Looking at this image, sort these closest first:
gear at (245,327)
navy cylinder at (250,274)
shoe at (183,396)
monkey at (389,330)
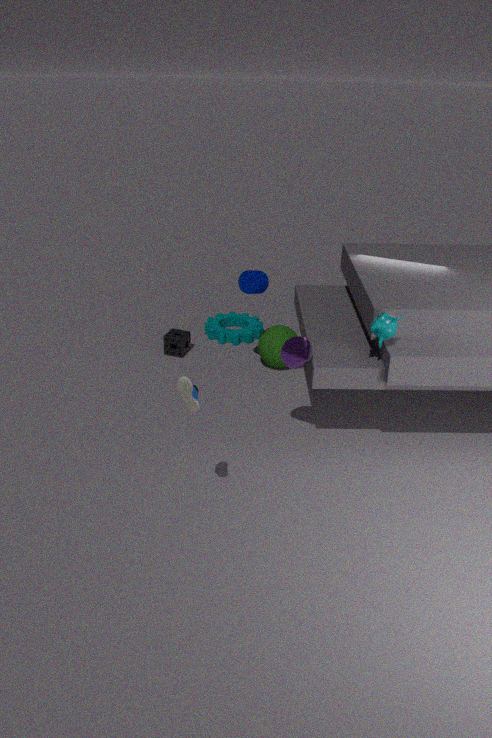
shoe at (183,396) → monkey at (389,330) → navy cylinder at (250,274) → gear at (245,327)
